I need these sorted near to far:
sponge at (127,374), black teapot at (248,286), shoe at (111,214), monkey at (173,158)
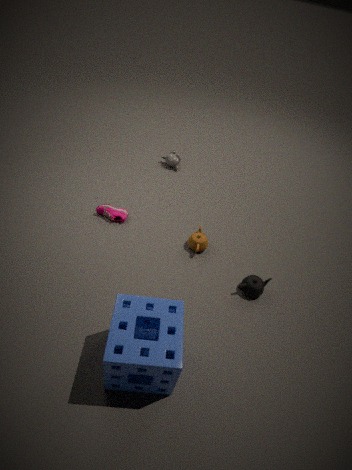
sponge at (127,374) → black teapot at (248,286) → shoe at (111,214) → monkey at (173,158)
